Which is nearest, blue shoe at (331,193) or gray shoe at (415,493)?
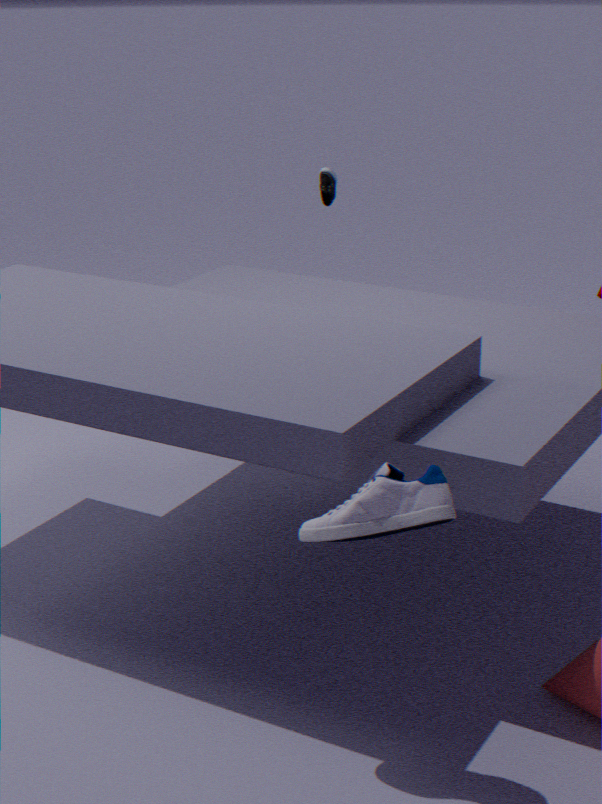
gray shoe at (415,493)
